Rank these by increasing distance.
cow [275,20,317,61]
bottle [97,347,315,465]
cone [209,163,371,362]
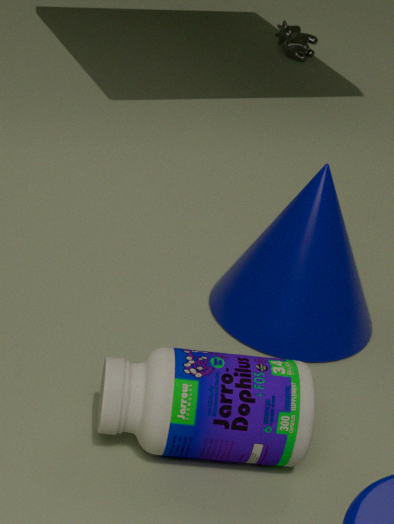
bottle [97,347,315,465] < cone [209,163,371,362] < cow [275,20,317,61]
